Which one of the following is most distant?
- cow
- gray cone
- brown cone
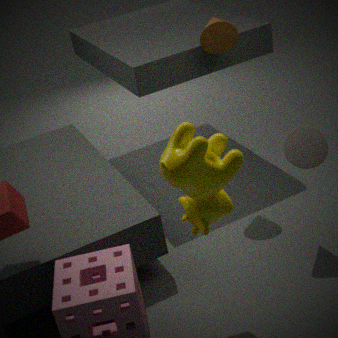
brown cone
